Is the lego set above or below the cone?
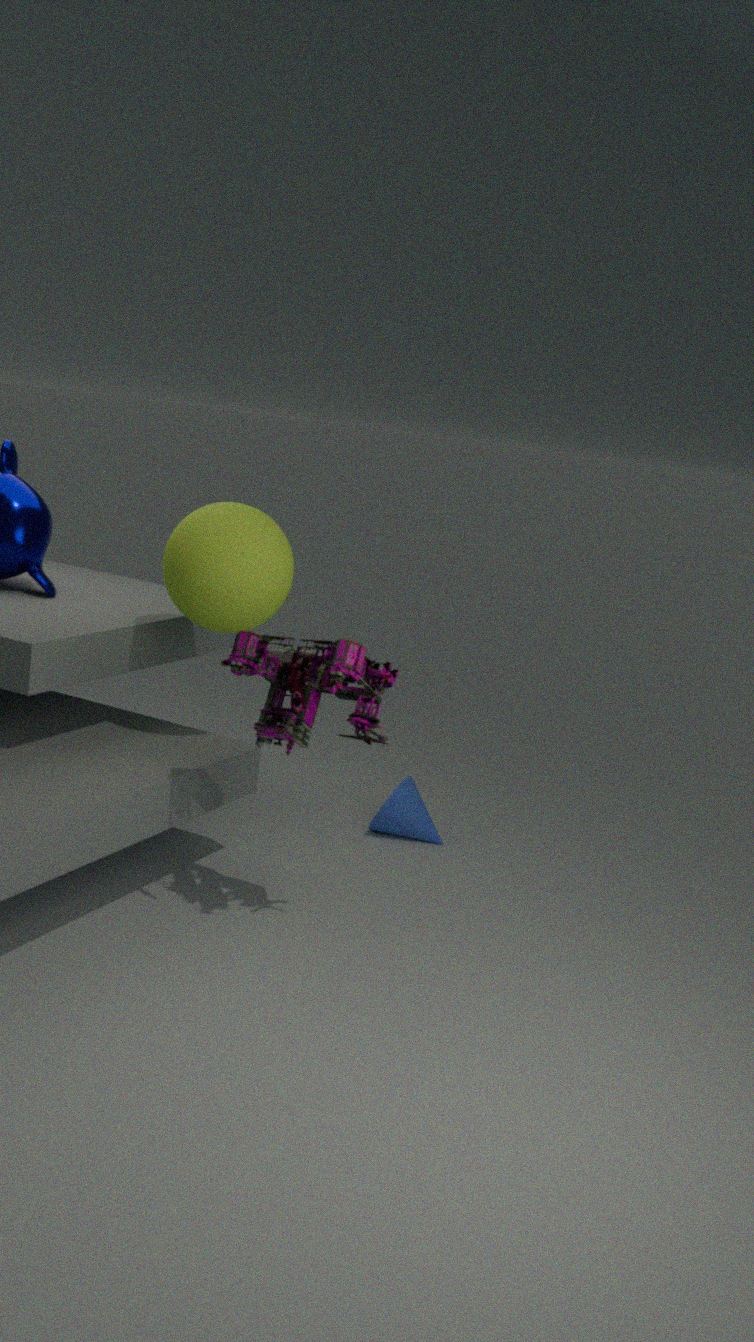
above
